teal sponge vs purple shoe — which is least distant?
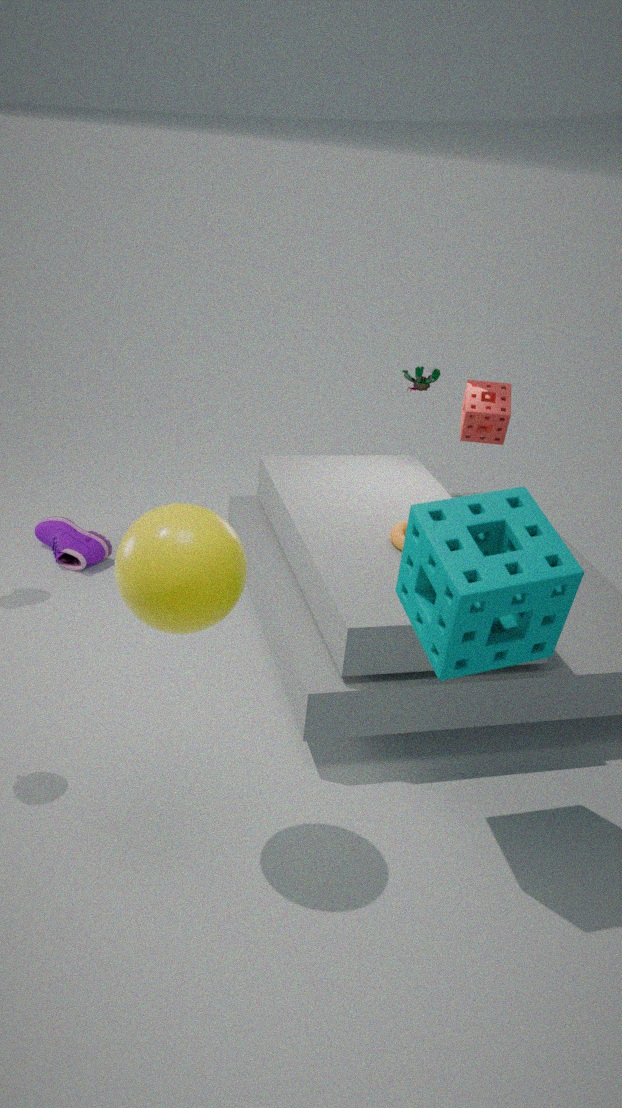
teal sponge
